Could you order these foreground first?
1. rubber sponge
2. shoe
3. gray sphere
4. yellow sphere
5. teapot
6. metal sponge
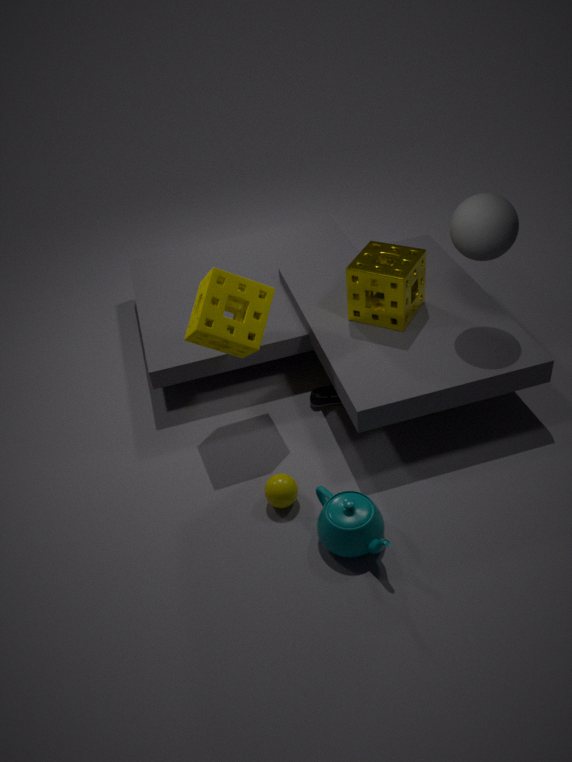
1. teapot
2. yellow sphere
3. gray sphere
4. rubber sponge
5. metal sponge
6. shoe
